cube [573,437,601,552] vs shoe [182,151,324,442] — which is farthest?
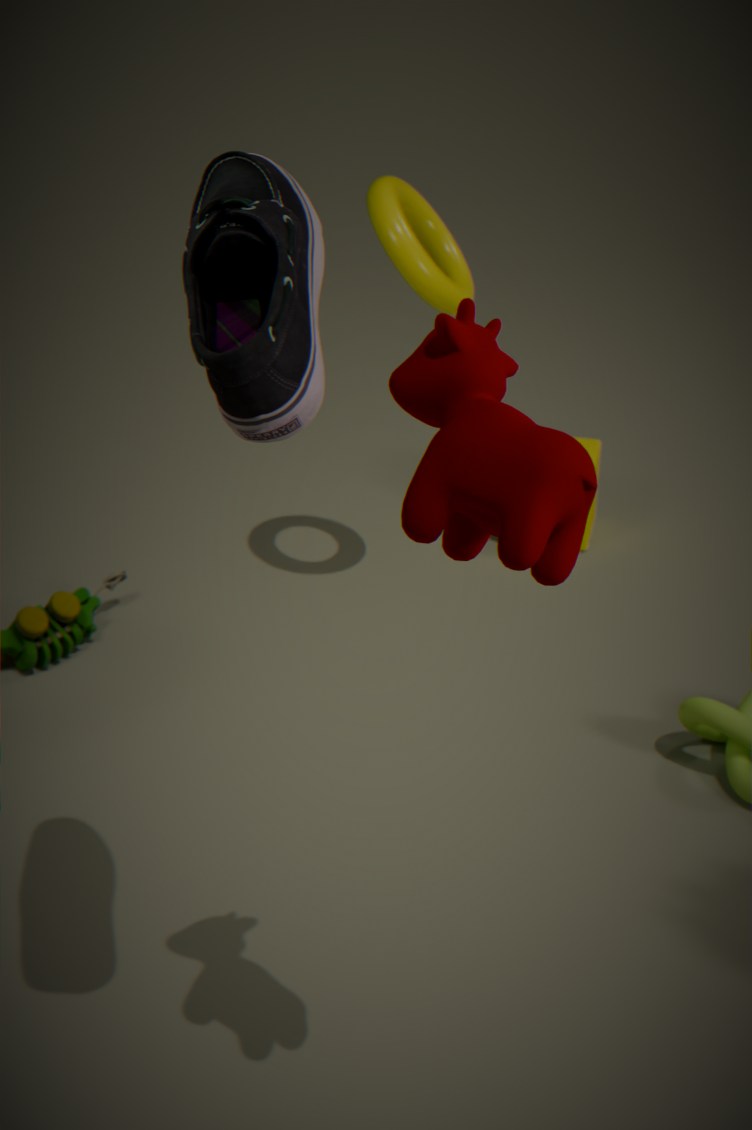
cube [573,437,601,552]
